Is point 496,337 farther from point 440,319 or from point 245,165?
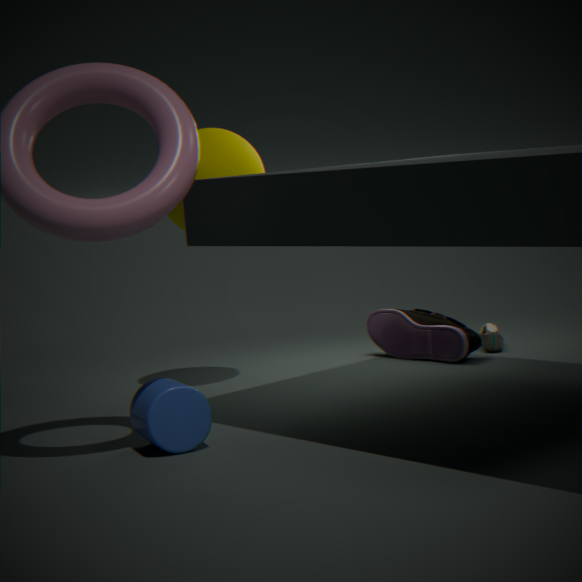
point 245,165
